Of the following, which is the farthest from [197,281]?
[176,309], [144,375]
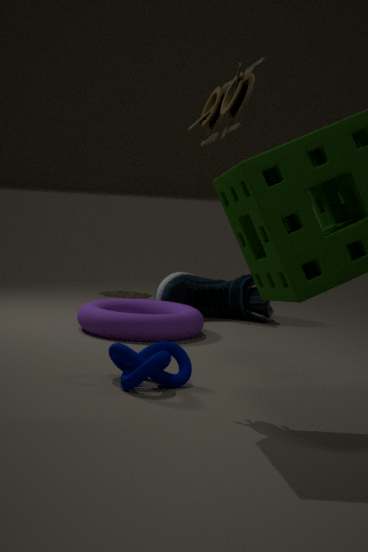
[144,375]
